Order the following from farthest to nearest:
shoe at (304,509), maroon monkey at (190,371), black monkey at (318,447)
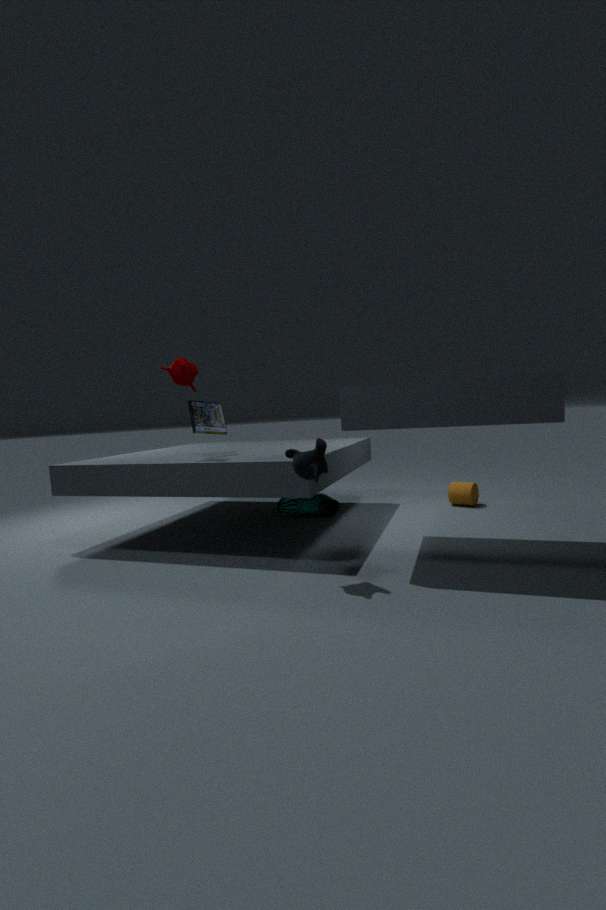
shoe at (304,509) < maroon monkey at (190,371) < black monkey at (318,447)
